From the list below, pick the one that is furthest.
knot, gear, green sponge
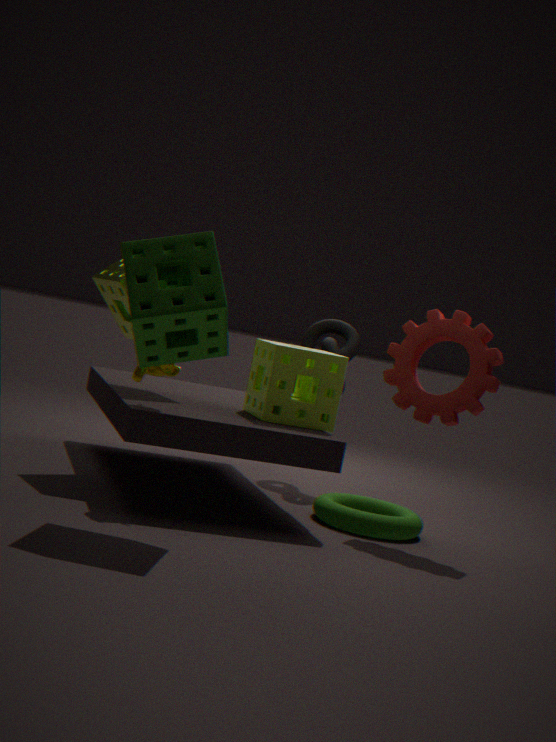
knot
